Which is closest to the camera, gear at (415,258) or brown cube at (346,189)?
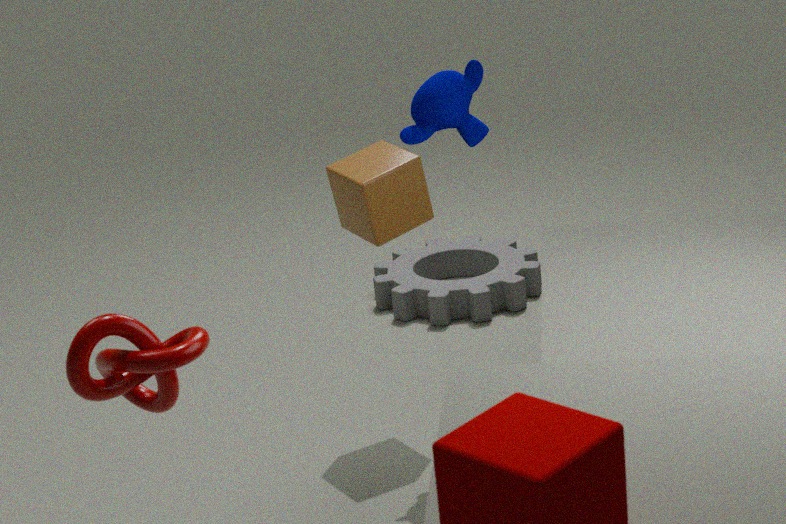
brown cube at (346,189)
